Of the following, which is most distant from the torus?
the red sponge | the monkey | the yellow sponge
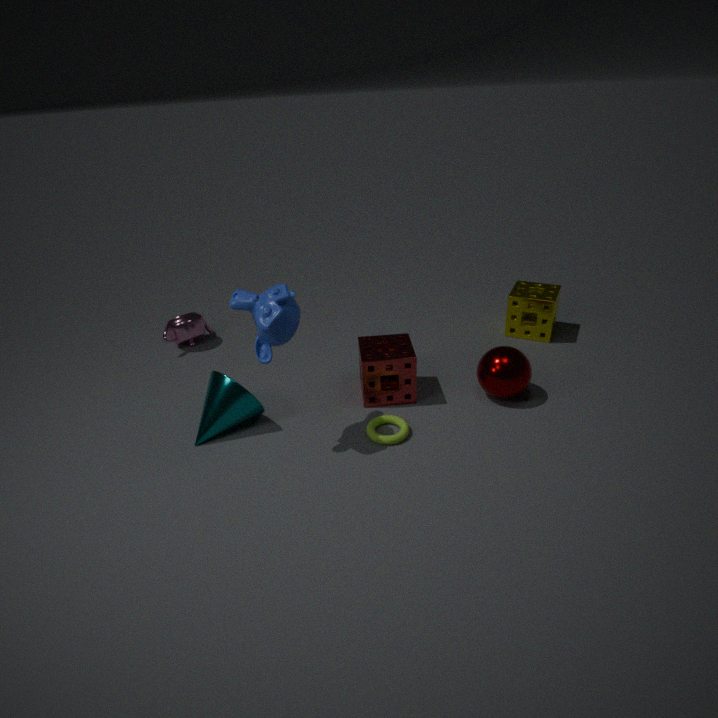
the yellow sponge
